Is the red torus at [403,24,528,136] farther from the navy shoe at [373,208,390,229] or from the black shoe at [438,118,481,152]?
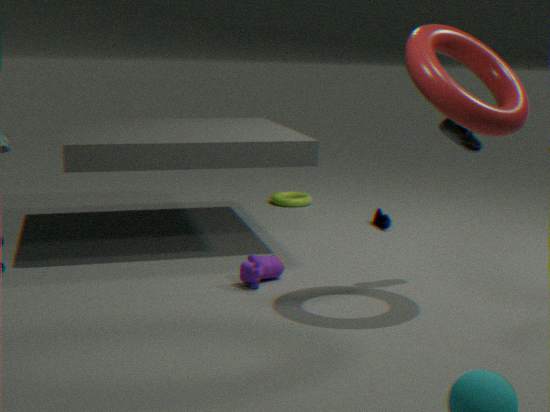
the navy shoe at [373,208,390,229]
